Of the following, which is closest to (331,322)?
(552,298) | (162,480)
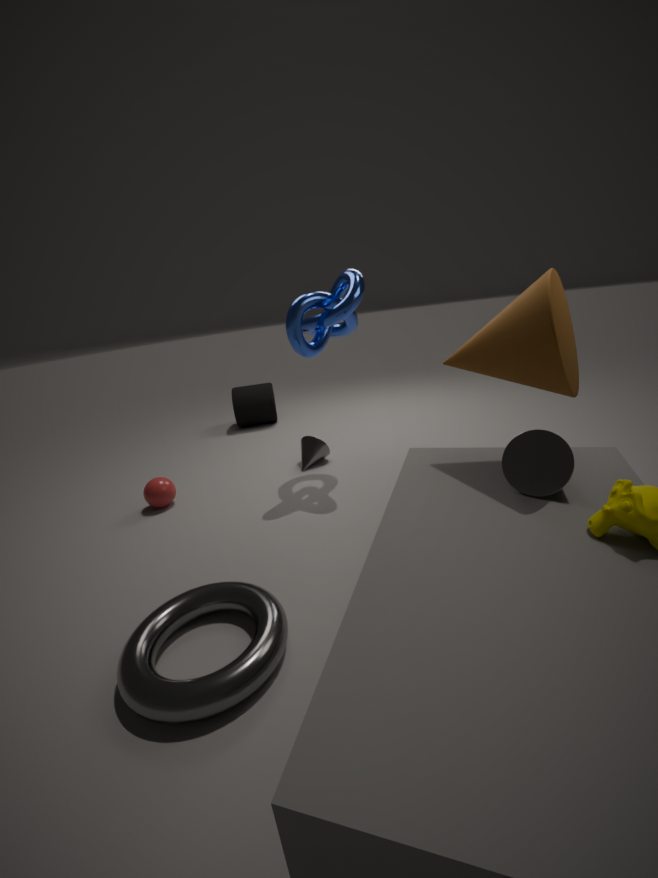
(552,298)
